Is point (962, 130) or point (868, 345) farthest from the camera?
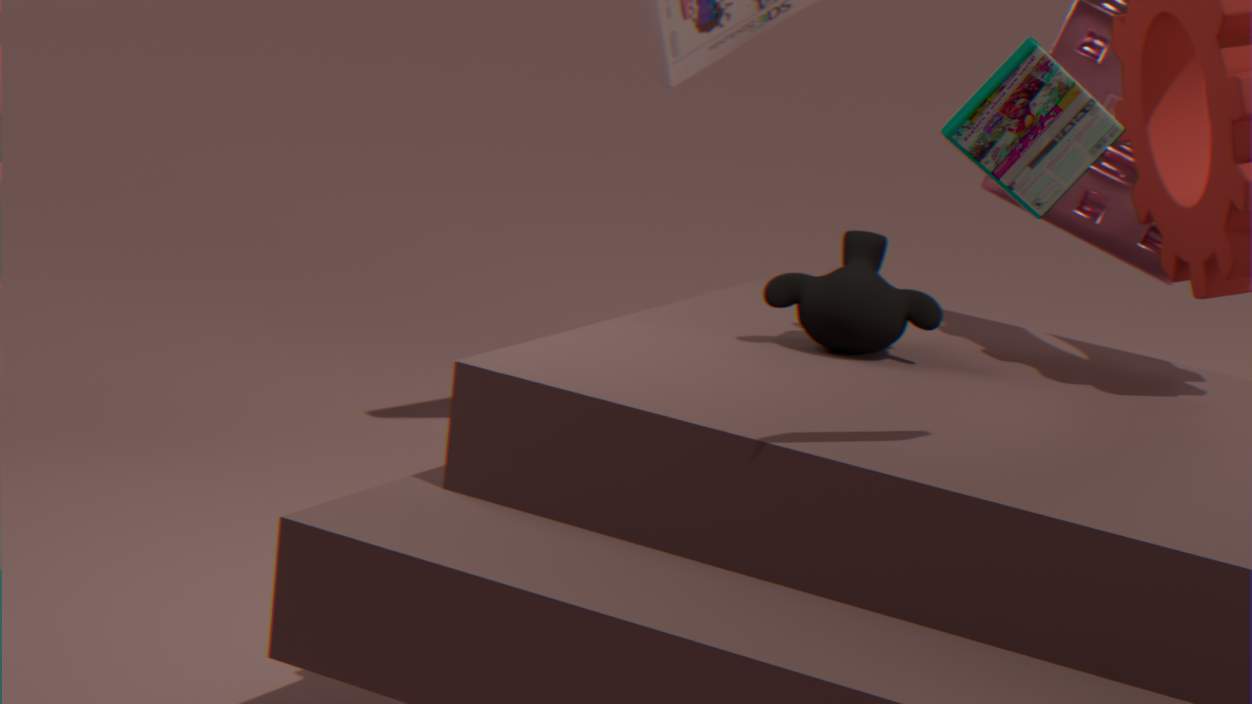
point (868, 345)
